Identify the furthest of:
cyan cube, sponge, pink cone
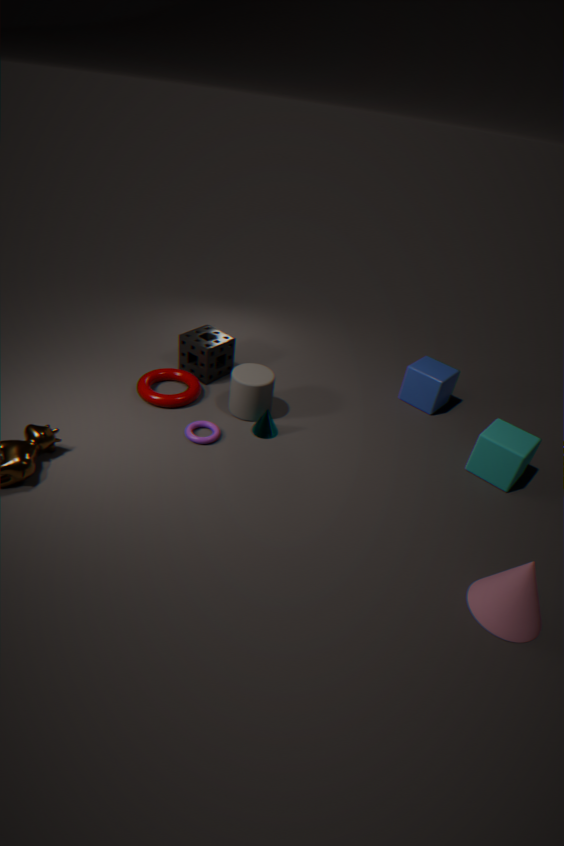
sponge
